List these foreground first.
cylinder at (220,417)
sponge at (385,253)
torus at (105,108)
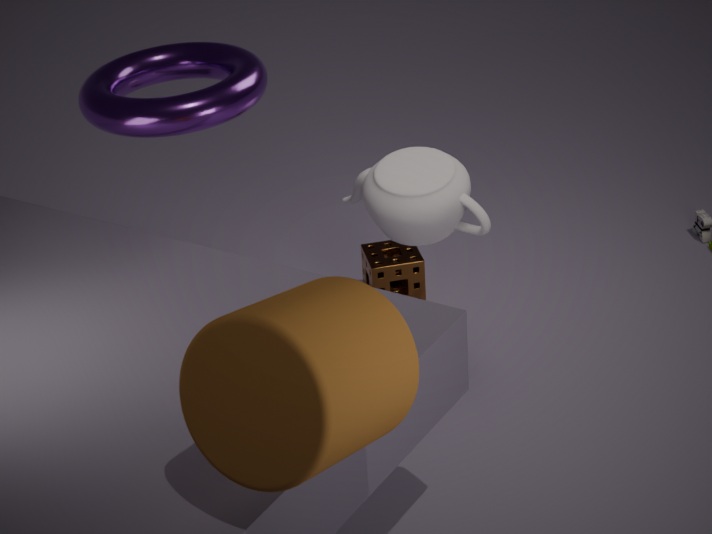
1. cylinder at (220,417)
2. torus at (105,108)
3. sponge at (385,253)
